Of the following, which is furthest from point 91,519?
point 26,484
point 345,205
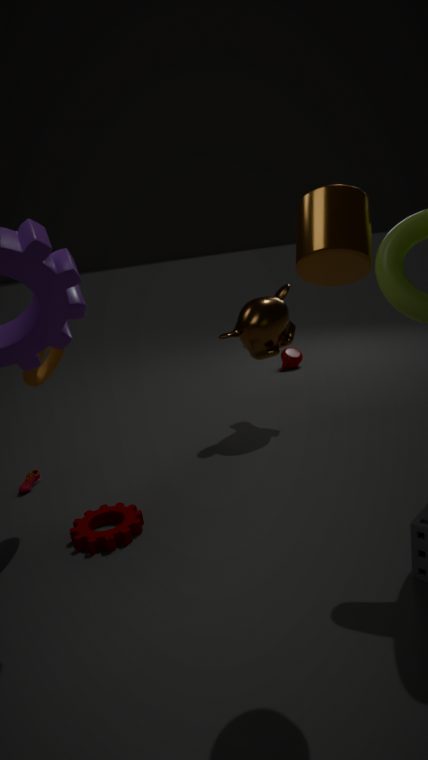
point 345,205
